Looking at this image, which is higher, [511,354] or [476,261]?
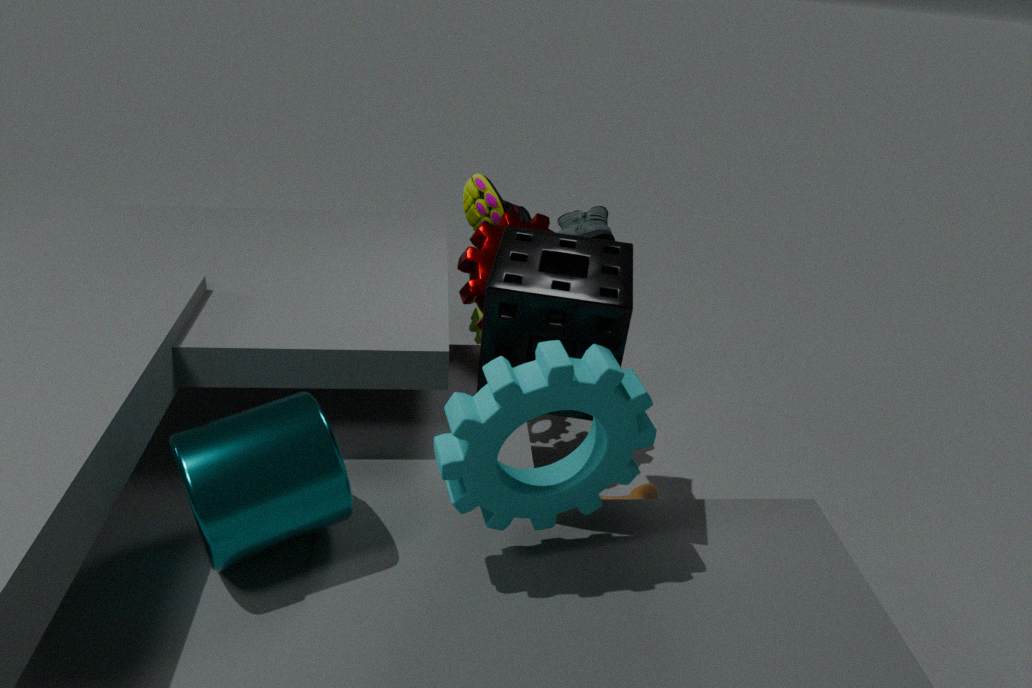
[511,354]
